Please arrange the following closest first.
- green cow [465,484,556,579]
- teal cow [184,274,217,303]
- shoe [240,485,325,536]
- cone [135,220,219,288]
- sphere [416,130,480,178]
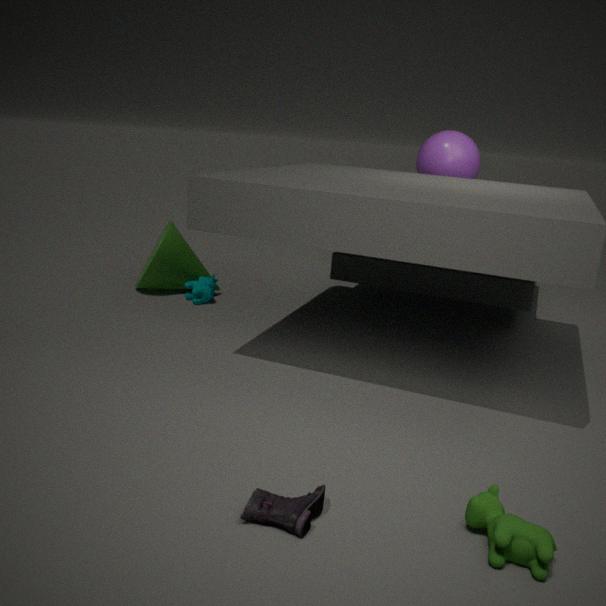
1. green cow [465,484,556,579]
2. shoe [240,485,325,536]
3. teal cow [184,274,217,303]
4. cone [135,220,219,288]
5. sphere [416,130,480,178]
